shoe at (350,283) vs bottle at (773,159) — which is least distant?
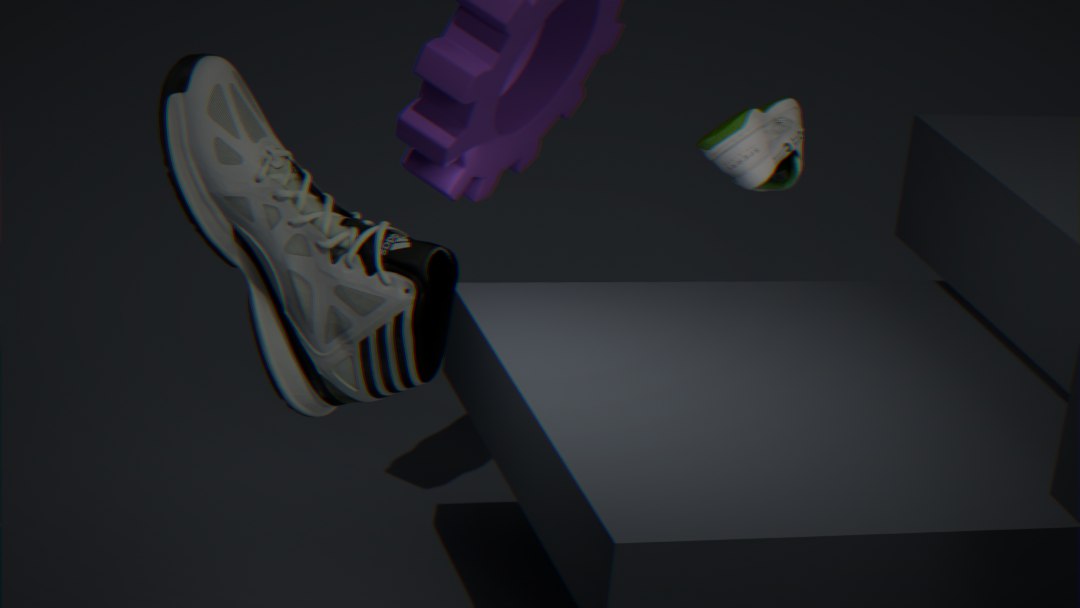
shoe at (350,283)
